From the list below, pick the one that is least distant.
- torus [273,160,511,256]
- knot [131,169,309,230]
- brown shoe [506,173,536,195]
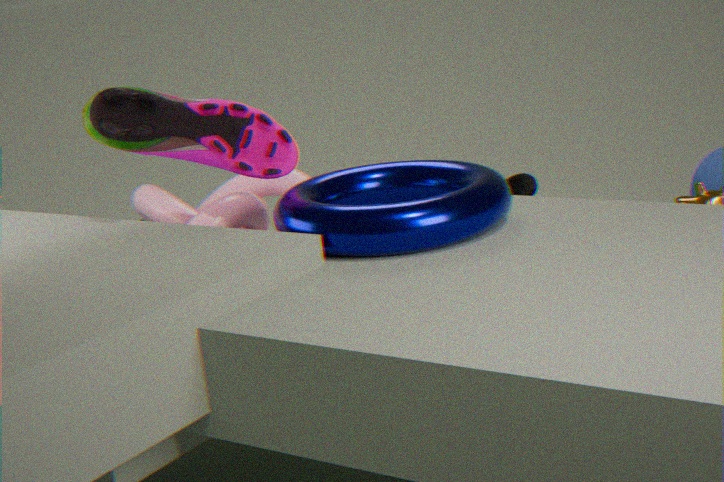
torus [273,160,511,256]
